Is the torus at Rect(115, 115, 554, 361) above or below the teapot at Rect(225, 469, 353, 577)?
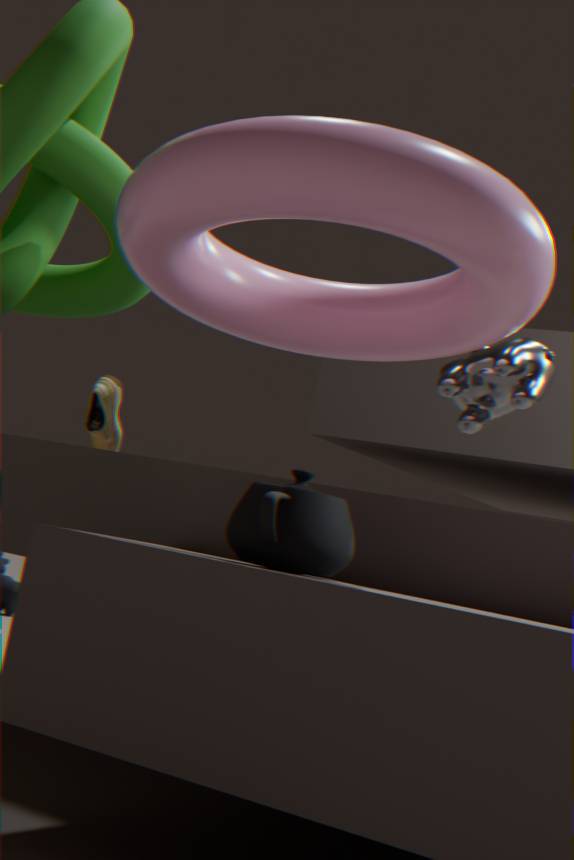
above
